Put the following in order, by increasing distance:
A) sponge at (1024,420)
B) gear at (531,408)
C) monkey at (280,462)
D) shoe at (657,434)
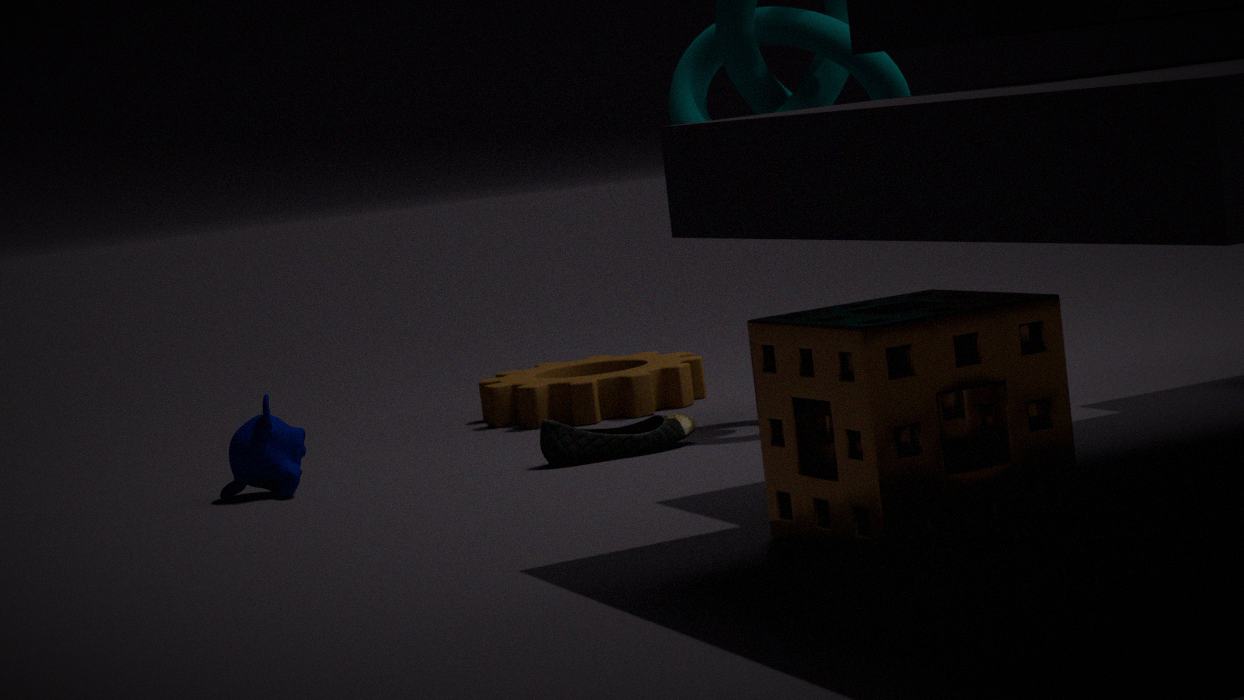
sponge at (1024,420), shoe at (657,434), monkey at (280,462), gear at (531,408)
